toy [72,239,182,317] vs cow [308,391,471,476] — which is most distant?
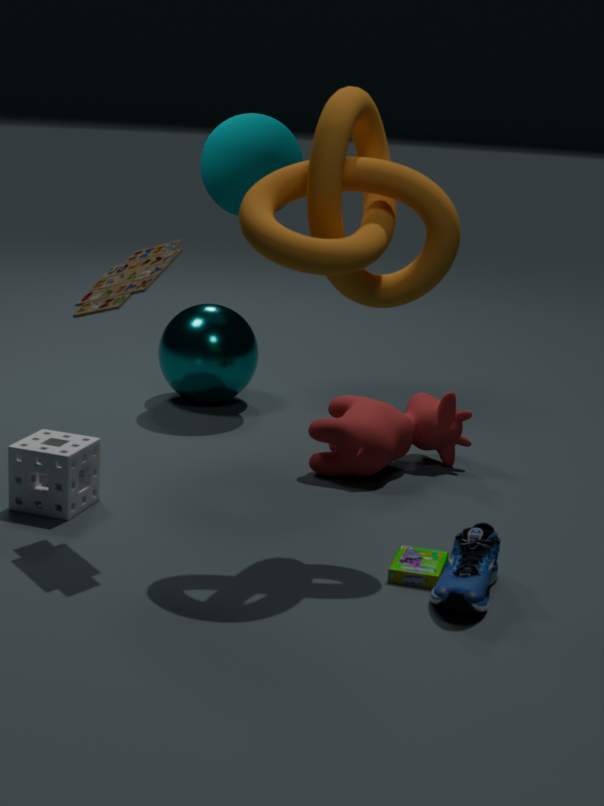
cow [308,391,471,476]
